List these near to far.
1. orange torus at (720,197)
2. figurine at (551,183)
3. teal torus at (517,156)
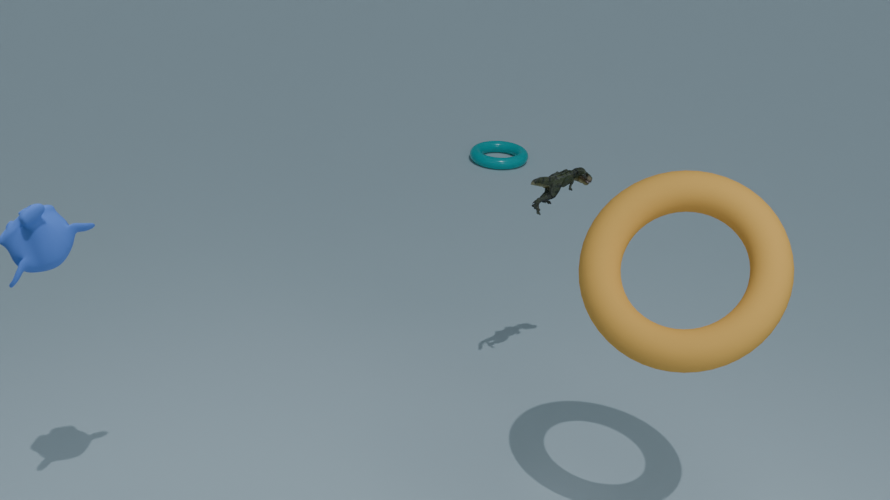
orange torus at (720,197)
figurine at (551,183)
teal torus at (517,156)
